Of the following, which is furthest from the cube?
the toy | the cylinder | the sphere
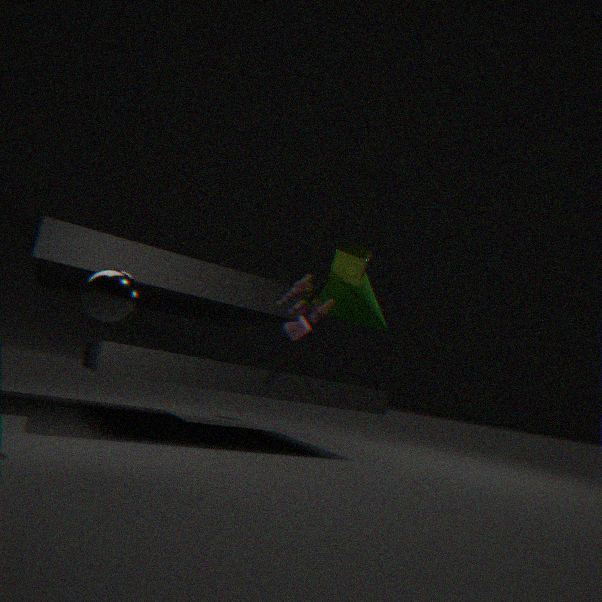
the cylinder
